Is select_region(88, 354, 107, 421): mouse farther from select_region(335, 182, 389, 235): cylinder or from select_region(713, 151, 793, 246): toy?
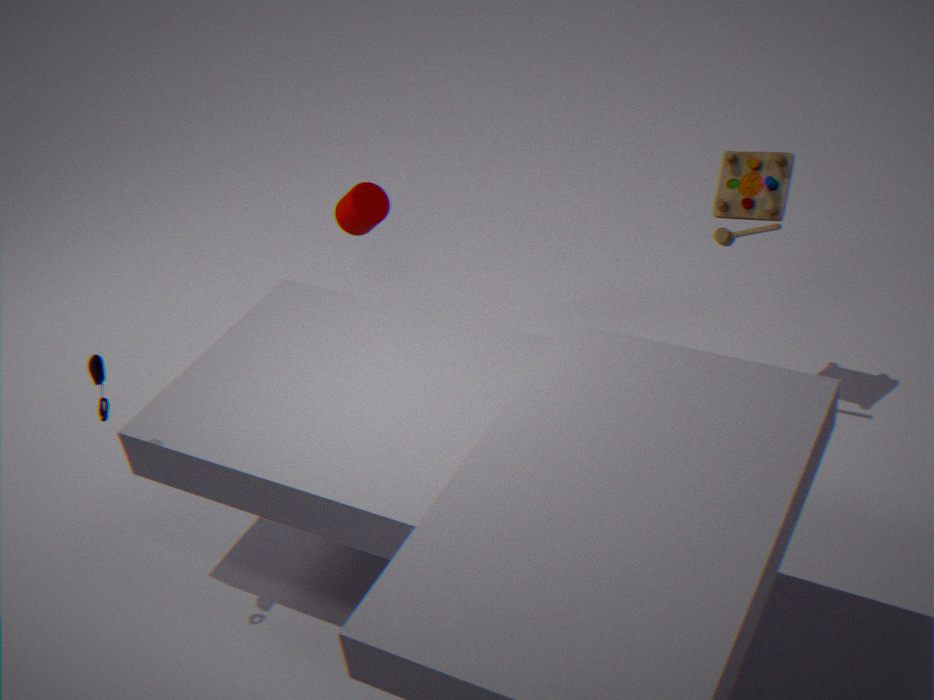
select_region(713, 151, 793, 246): toy
